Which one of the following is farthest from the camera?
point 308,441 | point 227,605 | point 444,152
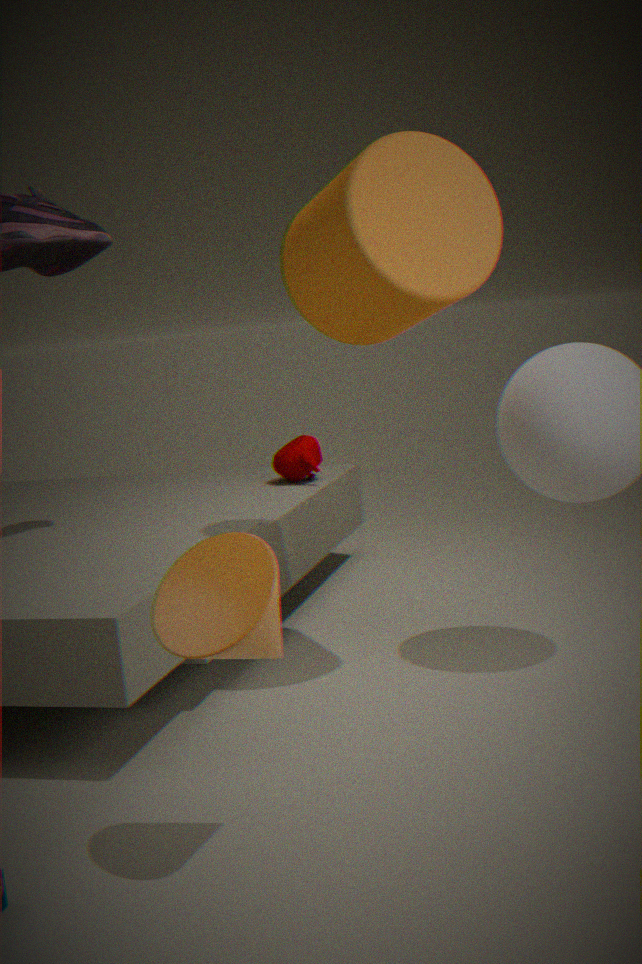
point 308,441
